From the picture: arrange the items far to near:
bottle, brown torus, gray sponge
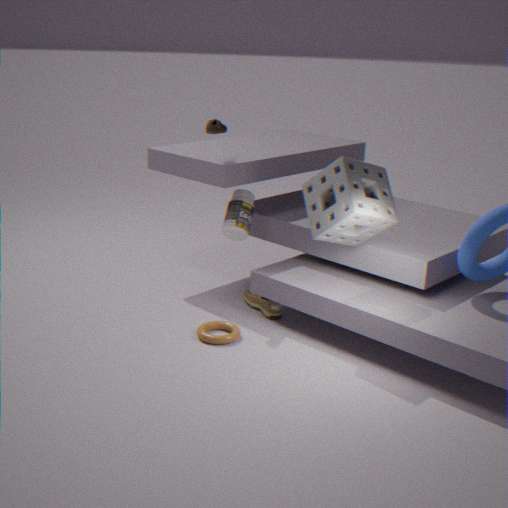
bottle
brown torus
gray sponge
